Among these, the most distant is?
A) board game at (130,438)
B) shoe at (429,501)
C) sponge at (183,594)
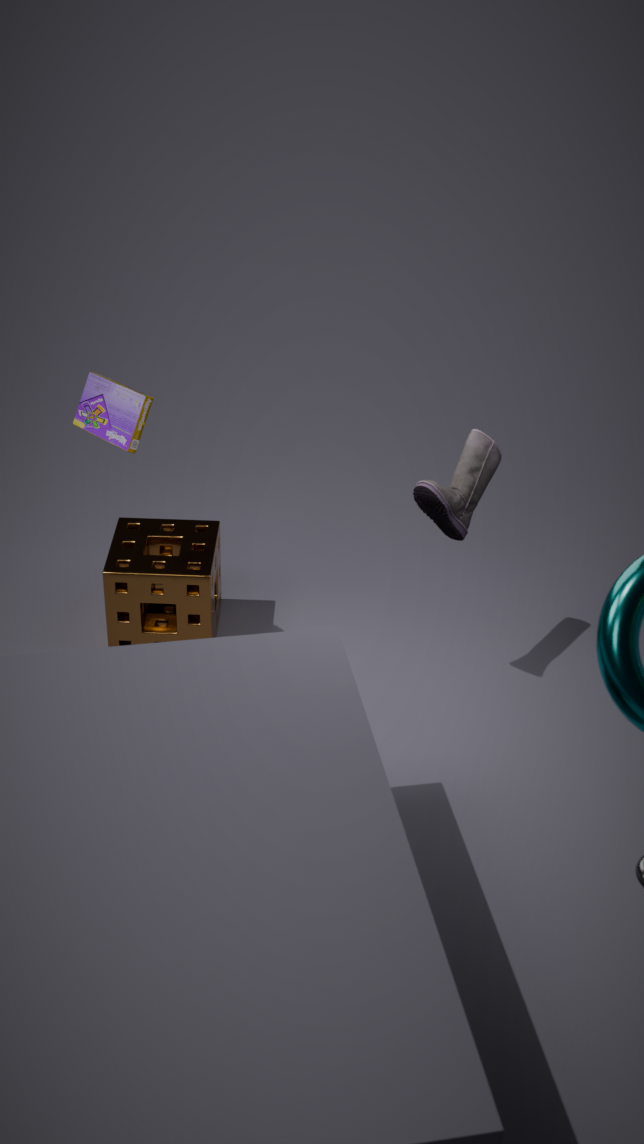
sponge at (183,594)
